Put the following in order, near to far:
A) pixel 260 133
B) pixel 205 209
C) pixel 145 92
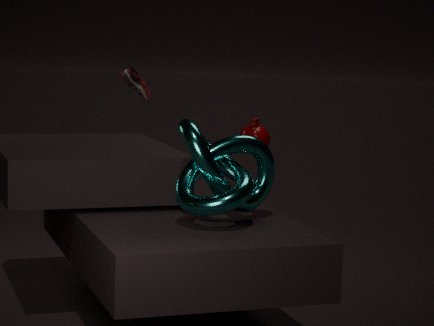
pixel 205 209 < pixel 260 133 < pixel 145 92
